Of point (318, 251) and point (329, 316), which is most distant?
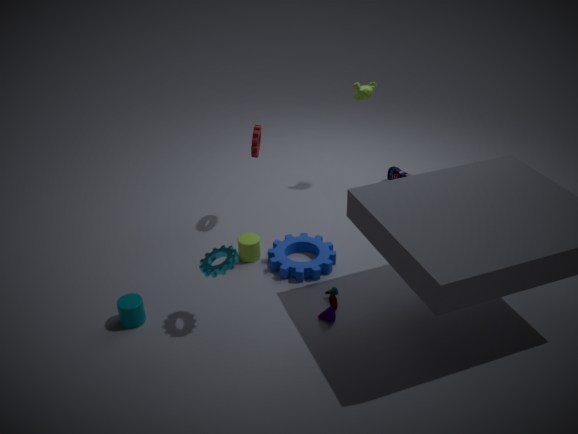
point (318, 251)
